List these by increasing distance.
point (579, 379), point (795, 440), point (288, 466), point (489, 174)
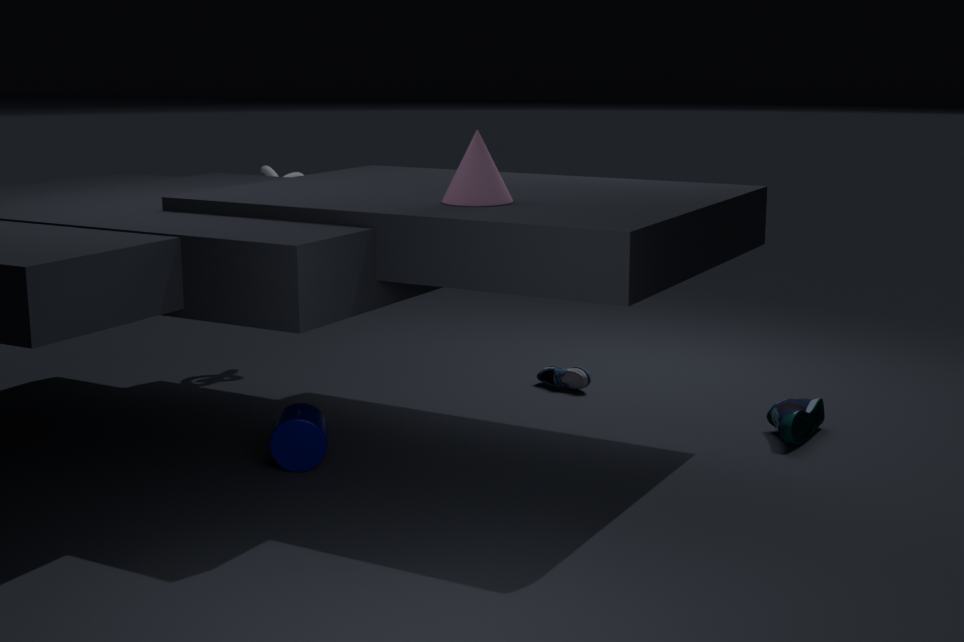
point (489, 174), point (288, 466), point (795, 440), point (579, 379)
